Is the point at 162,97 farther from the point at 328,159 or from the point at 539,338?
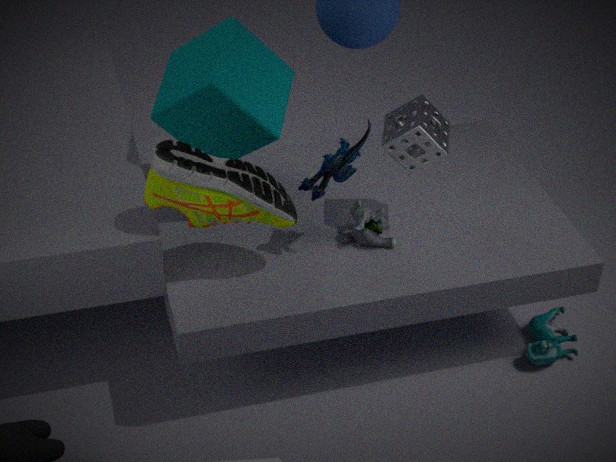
the point at 539,338
